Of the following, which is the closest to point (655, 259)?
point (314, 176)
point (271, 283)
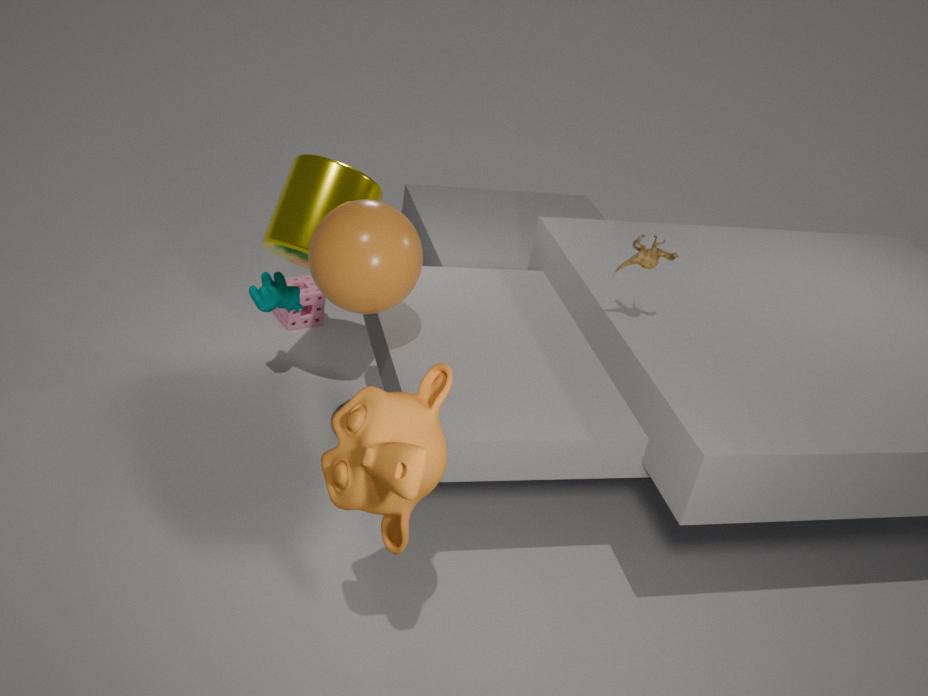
point (314, 176)
